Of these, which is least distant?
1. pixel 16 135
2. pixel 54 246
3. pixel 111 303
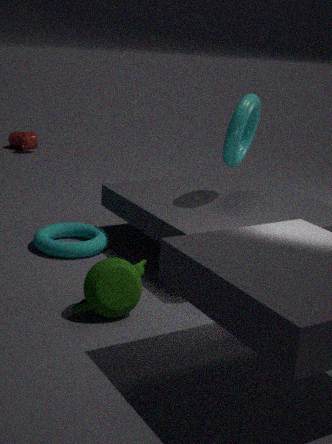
pixel 111 303
